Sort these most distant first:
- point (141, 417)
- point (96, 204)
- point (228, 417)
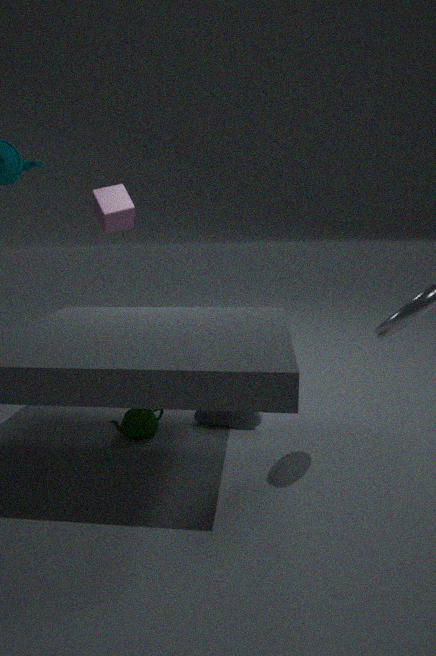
point (96, 204), point (228, 417), point (141, 417)
